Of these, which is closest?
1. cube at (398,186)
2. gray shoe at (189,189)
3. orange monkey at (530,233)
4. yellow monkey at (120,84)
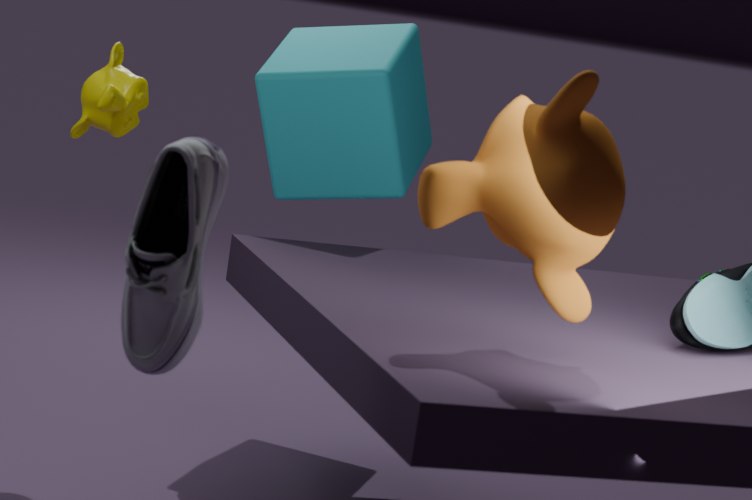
gray shoe at (189,189)
